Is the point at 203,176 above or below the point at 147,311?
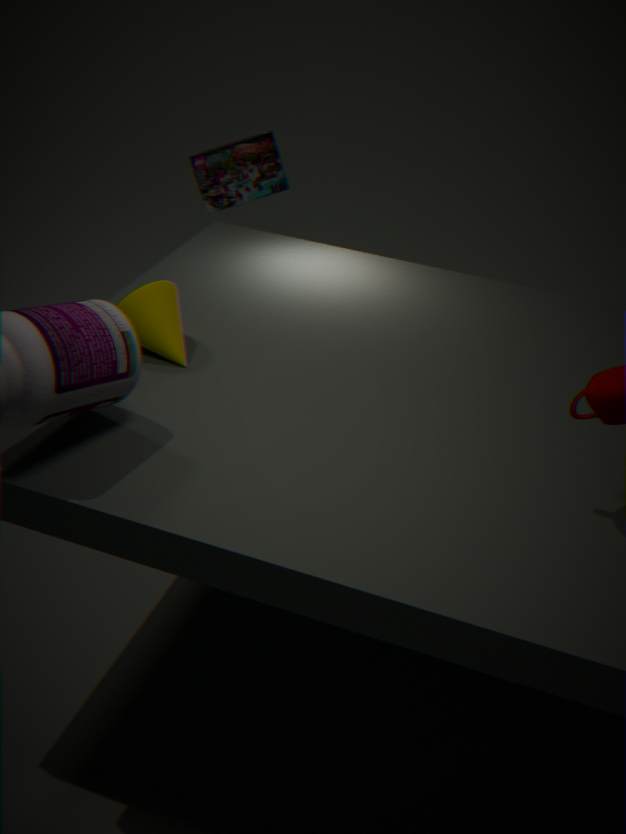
below
